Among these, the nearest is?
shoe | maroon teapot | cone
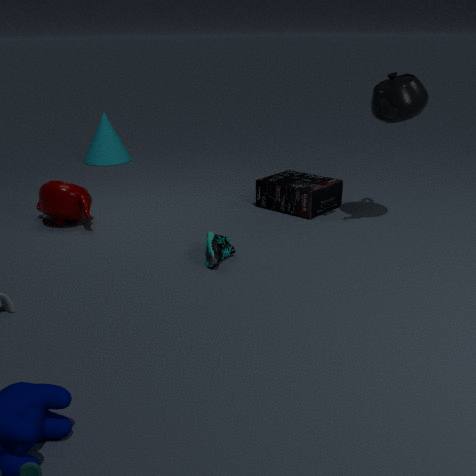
shoe
